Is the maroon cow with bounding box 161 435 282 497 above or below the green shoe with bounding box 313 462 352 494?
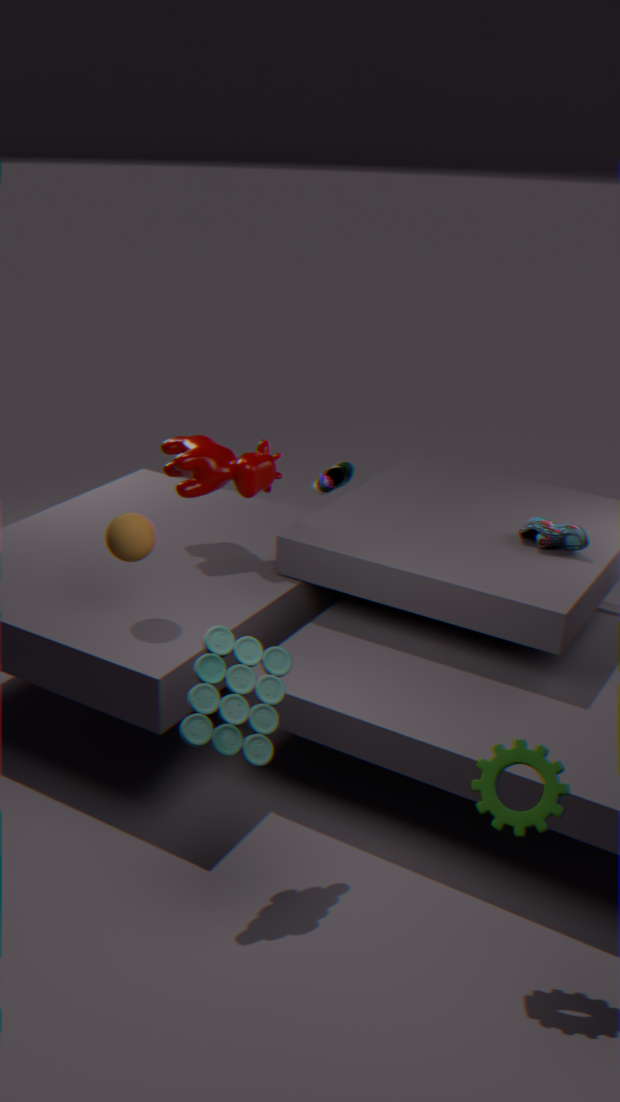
above
